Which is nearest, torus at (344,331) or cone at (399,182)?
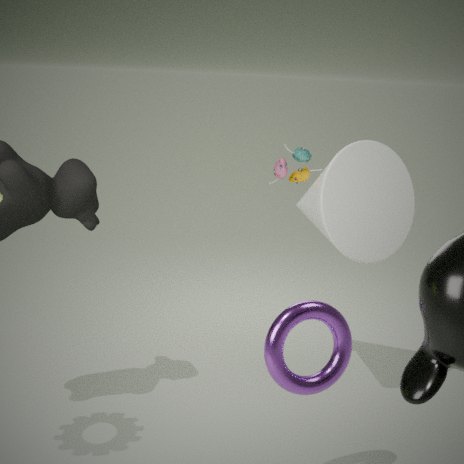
torus at (344,331)
